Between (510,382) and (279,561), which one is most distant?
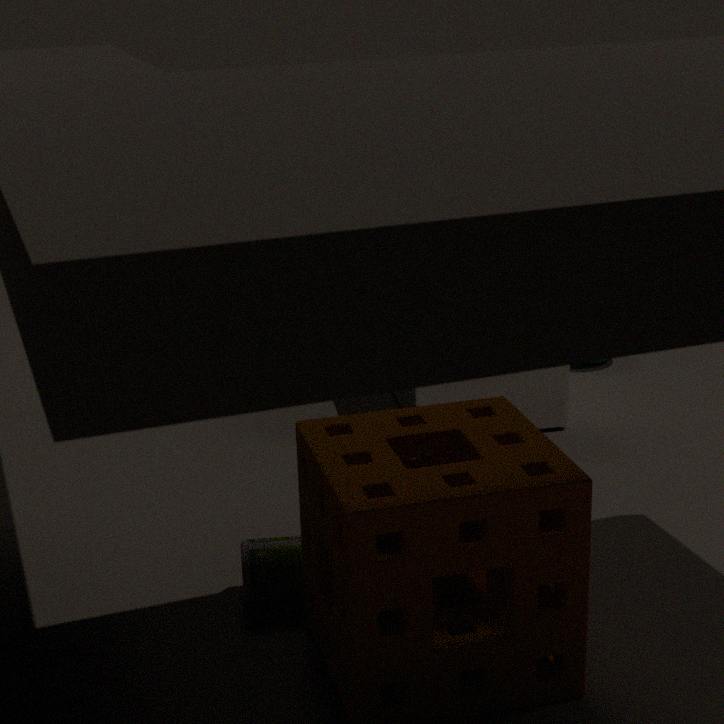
(510,382)
